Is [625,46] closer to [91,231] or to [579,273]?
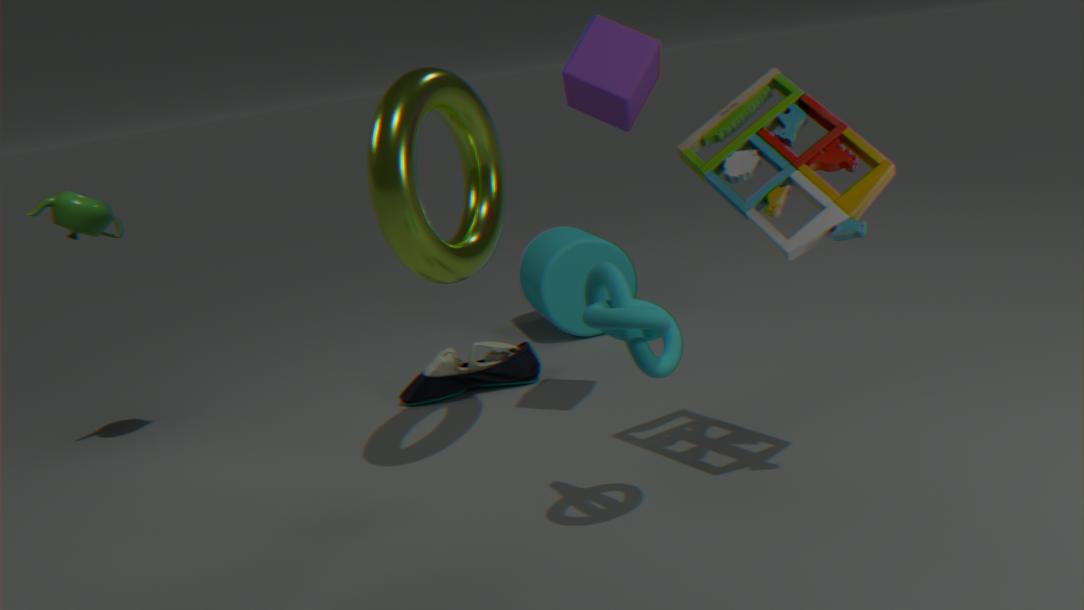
[579,273]
